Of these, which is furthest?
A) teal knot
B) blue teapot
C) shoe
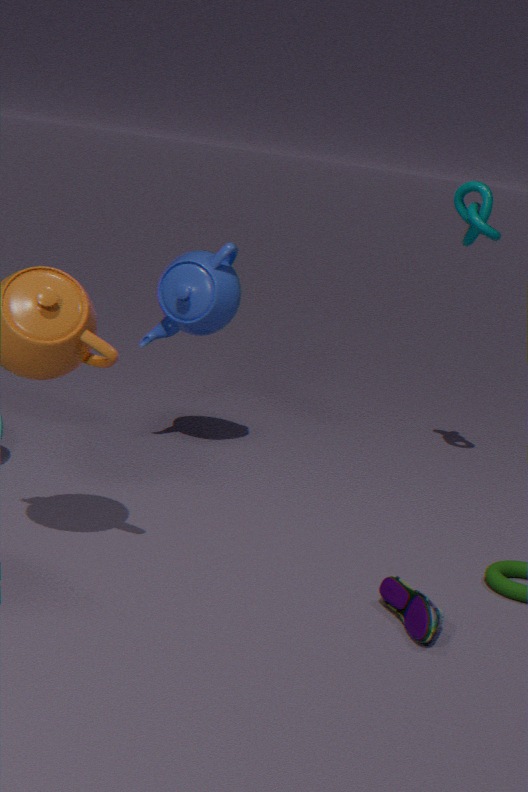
teal knot
